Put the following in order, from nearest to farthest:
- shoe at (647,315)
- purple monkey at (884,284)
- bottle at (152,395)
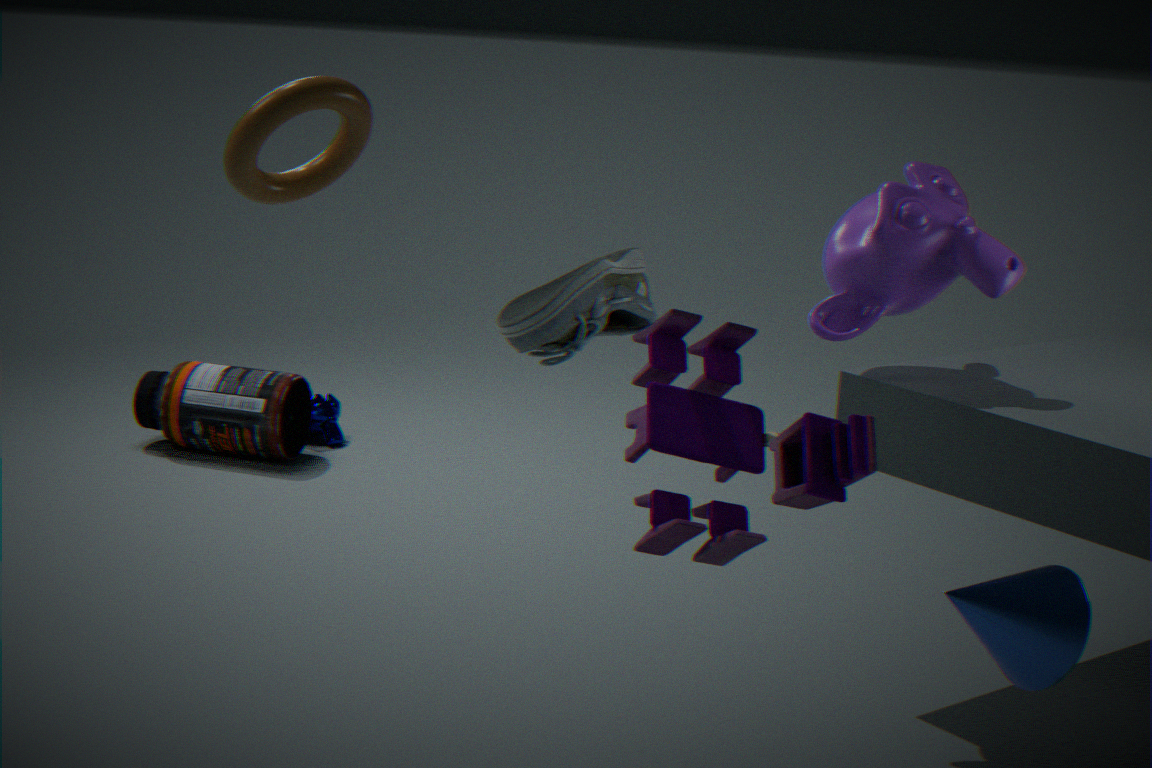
shoe at (647,315), purple monkey at (884,284), bottle at (152,395)
